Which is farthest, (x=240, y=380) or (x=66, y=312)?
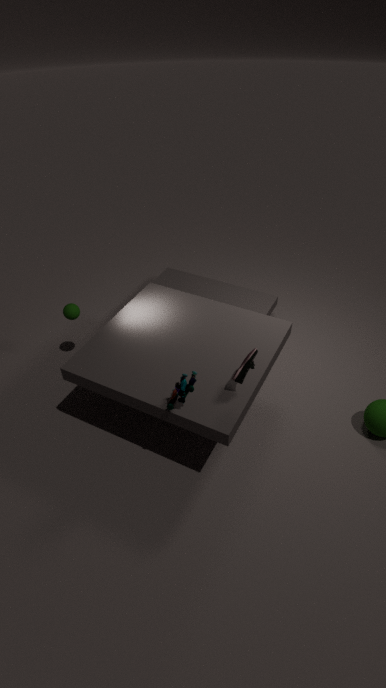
(x=66, y=312)
